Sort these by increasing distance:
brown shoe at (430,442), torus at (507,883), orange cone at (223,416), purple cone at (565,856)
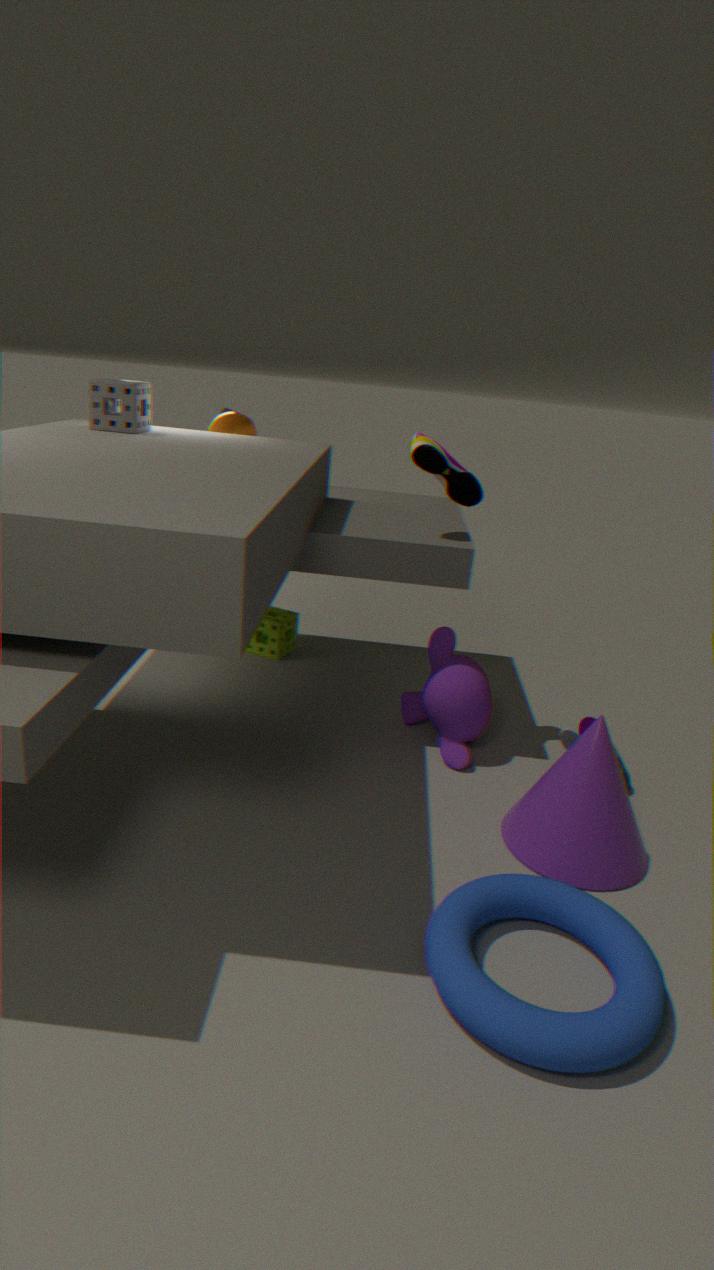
torus at (507,883)
purple cone at (565,856)
brown shoe at (430,442)
orange cone at (223,416)
